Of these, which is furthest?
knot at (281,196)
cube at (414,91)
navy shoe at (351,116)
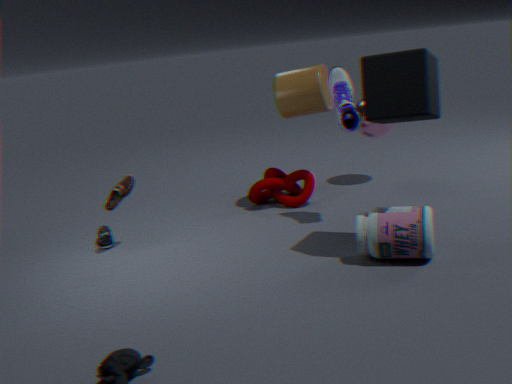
knot at (281,196)
